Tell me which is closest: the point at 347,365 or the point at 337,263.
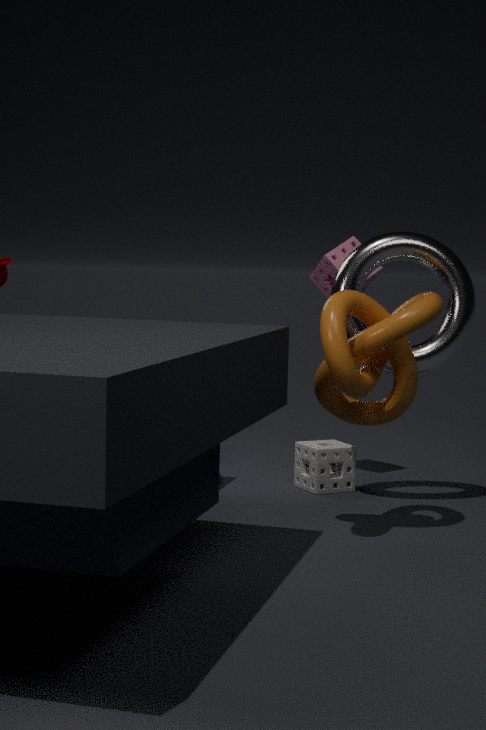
the point at 347,365
